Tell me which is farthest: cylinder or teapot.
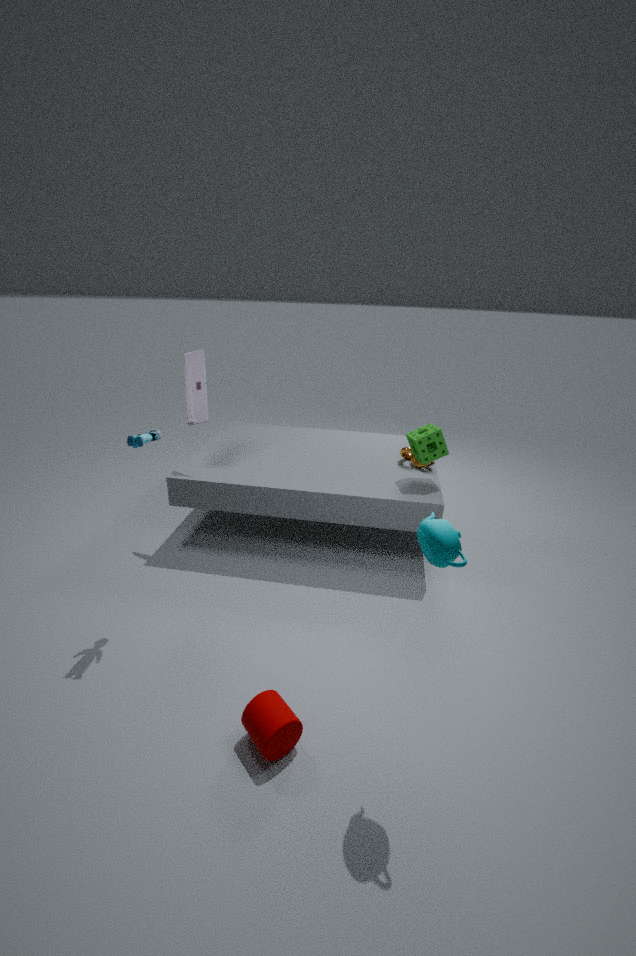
cylinder
